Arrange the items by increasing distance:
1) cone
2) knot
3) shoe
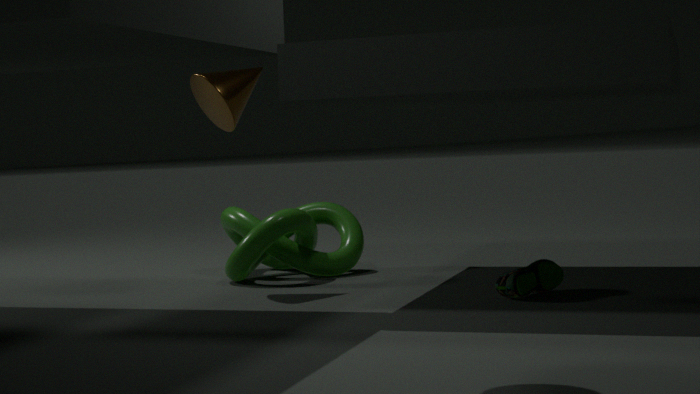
3. shoe, 1. cone, 2. knot
